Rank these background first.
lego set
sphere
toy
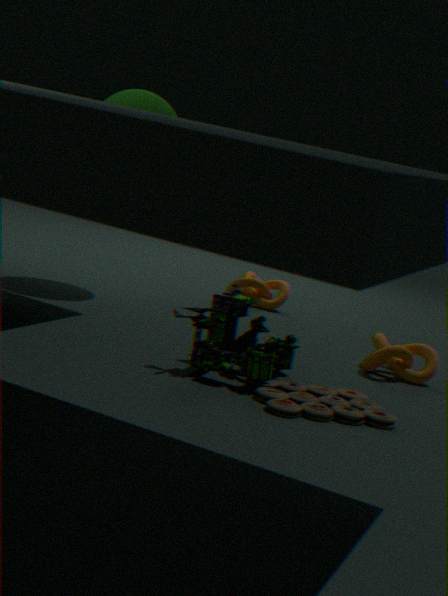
sphere
lego set
toy
